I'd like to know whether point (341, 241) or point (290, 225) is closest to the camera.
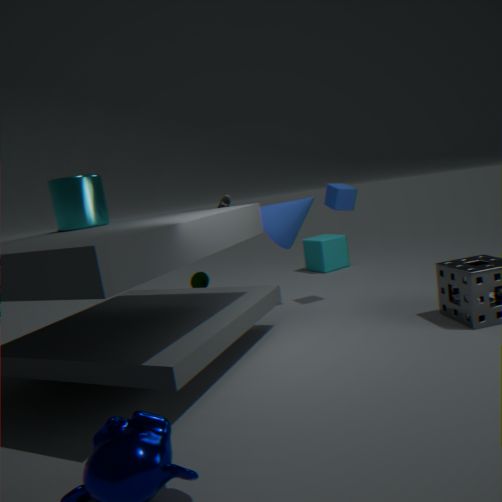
point (290, 225)
